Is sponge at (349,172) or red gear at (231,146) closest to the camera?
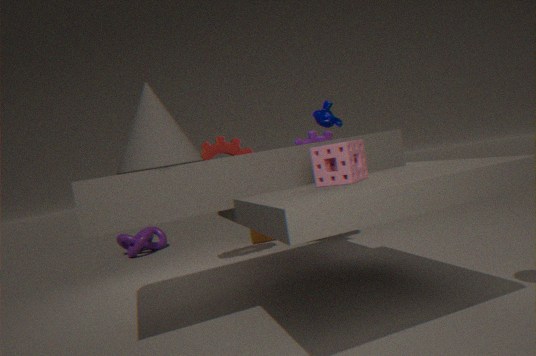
sponge at (349,172)
